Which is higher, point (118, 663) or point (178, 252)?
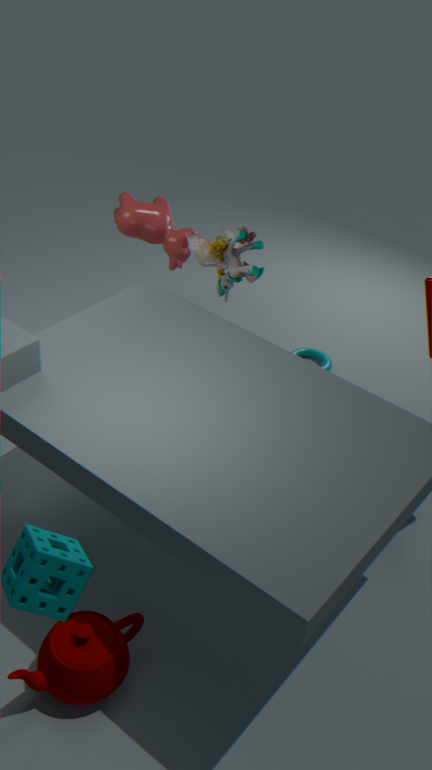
point (178, 252)
